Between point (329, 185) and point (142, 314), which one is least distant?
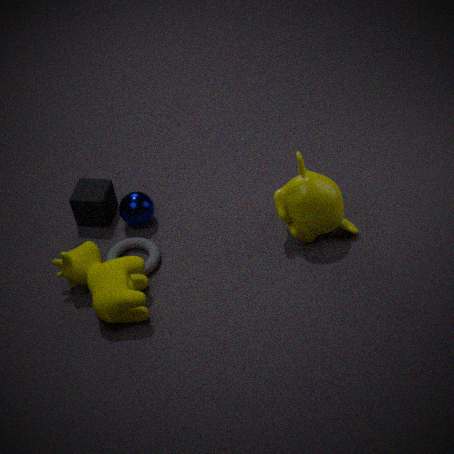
point (142, 314)
